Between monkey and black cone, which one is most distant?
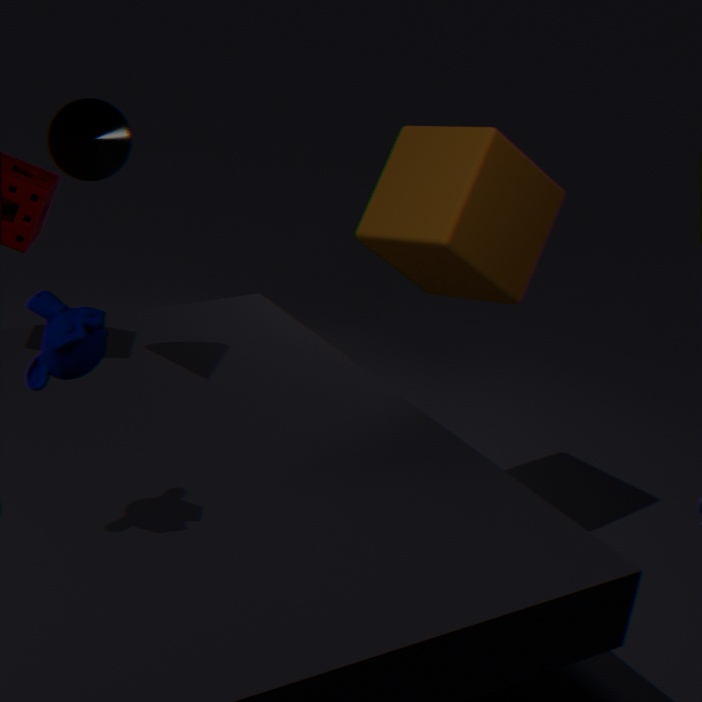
black cone
